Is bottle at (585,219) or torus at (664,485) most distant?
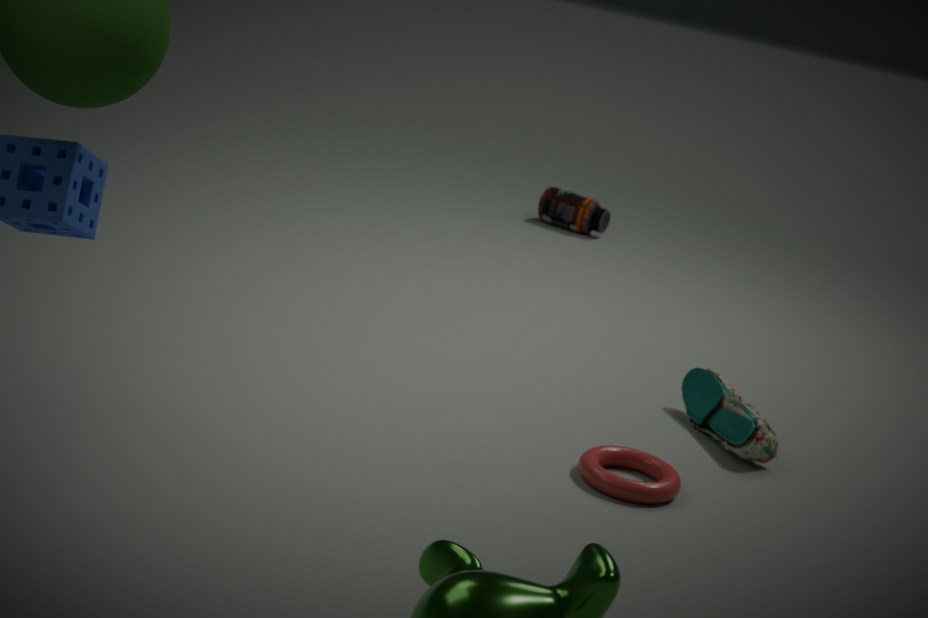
bottle at (585,219)
